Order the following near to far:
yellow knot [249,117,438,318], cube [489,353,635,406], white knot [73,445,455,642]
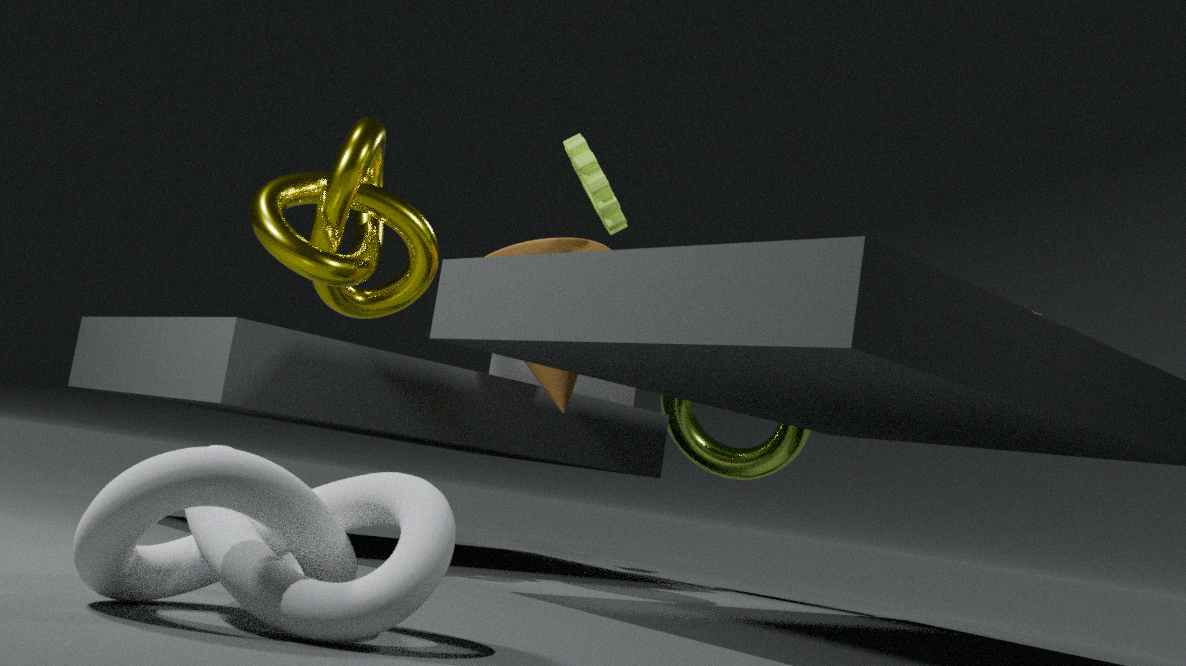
white knot [73,445,455,642] → yellow knot [249,117,438,318] → cube [489,353,635,406]
